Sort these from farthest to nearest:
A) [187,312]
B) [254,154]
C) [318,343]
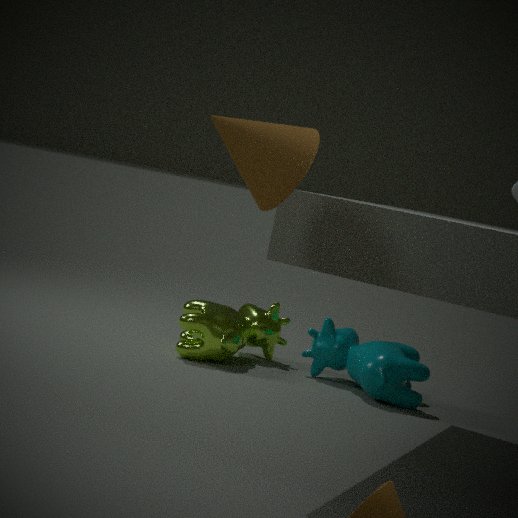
[187,312] → [318,343] → [254,154]
